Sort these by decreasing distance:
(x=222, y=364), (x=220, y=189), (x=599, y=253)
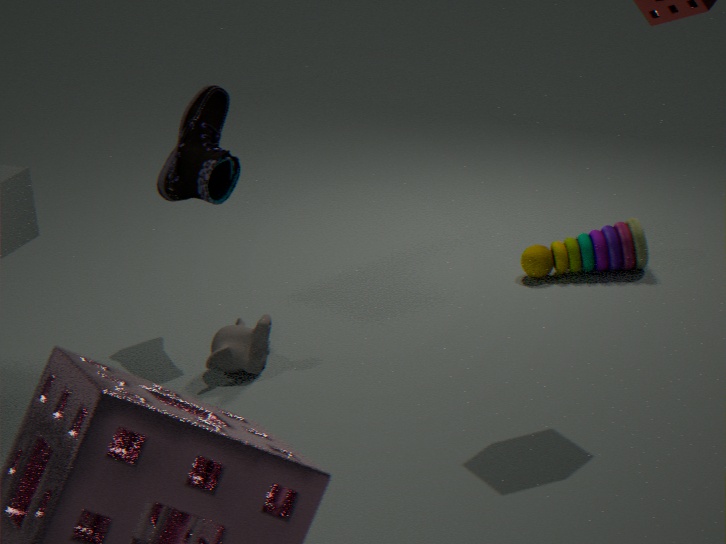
(x=599, y=253) → (x=220, y=189) → (x=222, y=364)
